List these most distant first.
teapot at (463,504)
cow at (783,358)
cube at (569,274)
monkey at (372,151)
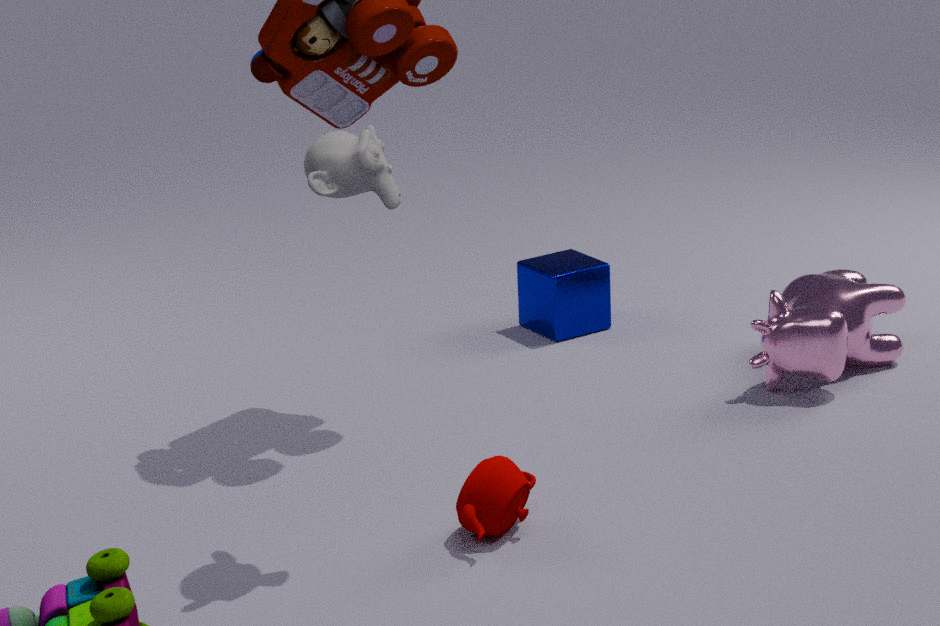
cube at (569,274) → cow at (783,358) → teapot at (463,504) → monkey at (372,151)
